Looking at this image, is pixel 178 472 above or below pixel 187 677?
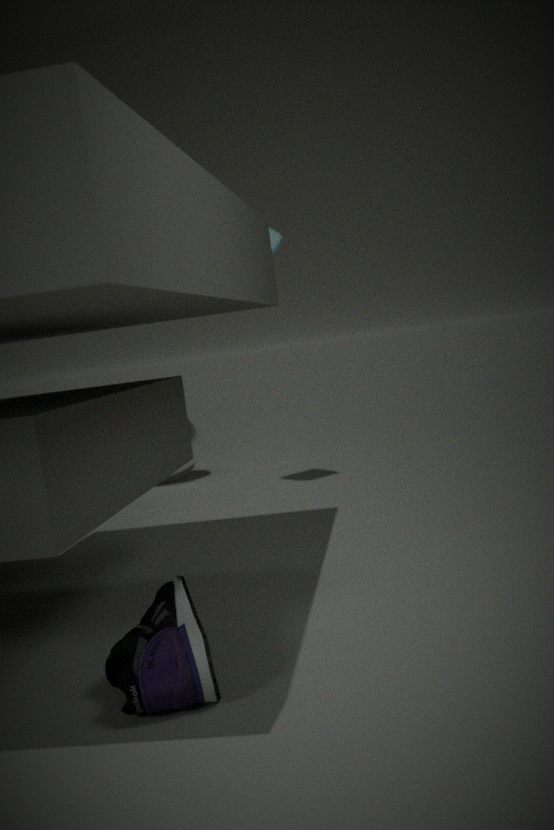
above
